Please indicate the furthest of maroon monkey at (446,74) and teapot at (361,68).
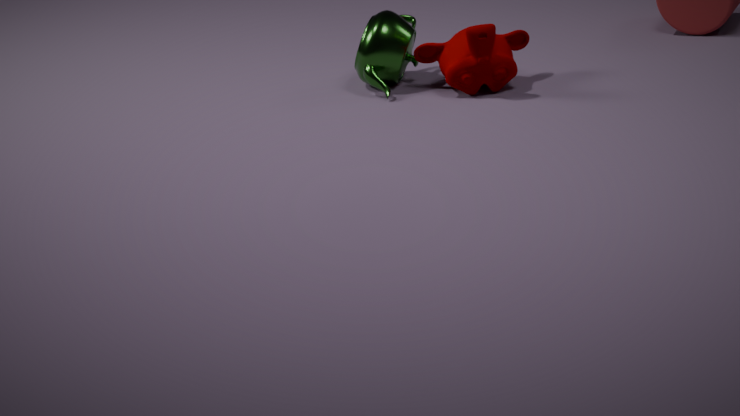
teapot at (361,68)
